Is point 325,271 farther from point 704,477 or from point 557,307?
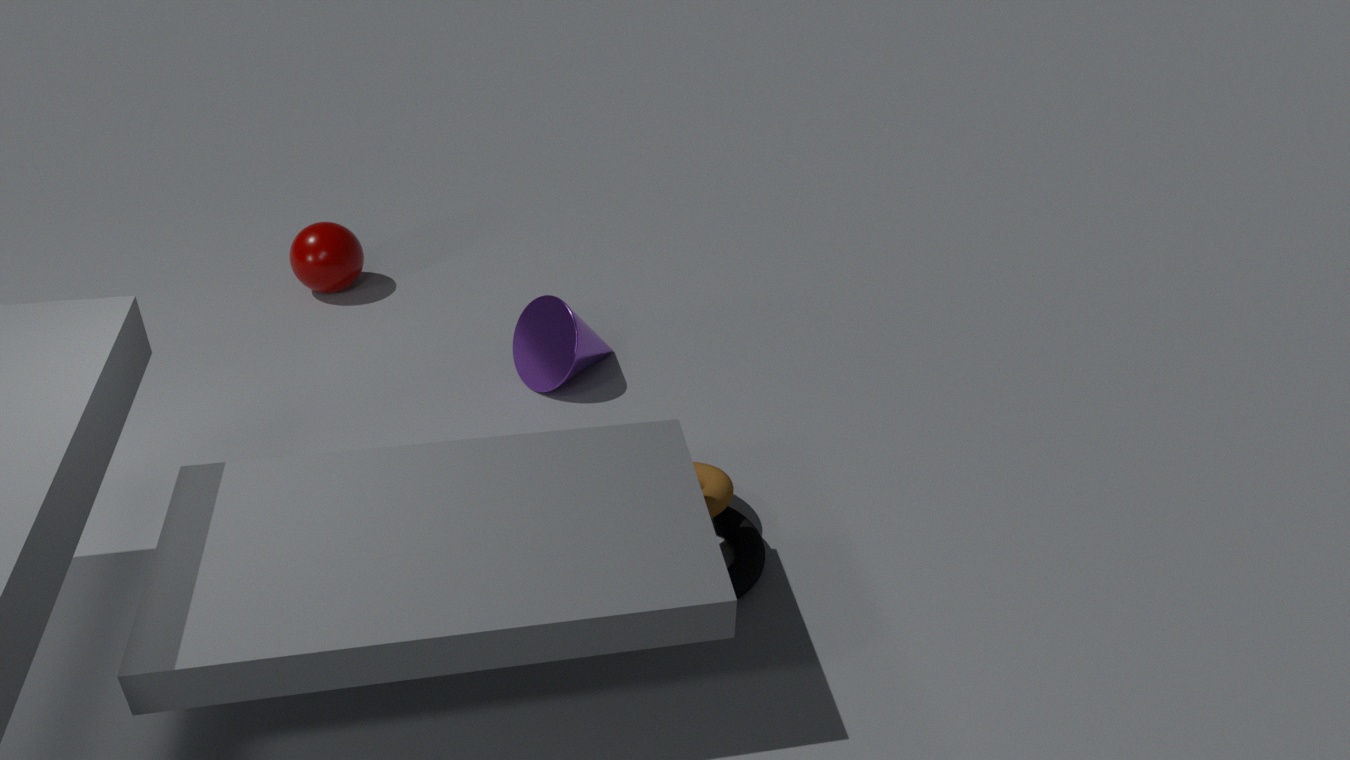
point 704,477
